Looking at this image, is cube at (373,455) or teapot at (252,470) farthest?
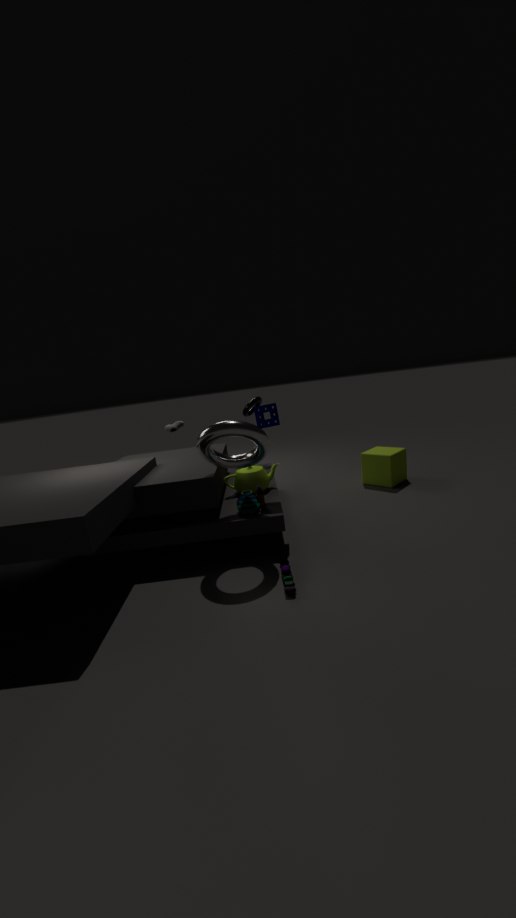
cube at (373,455)
